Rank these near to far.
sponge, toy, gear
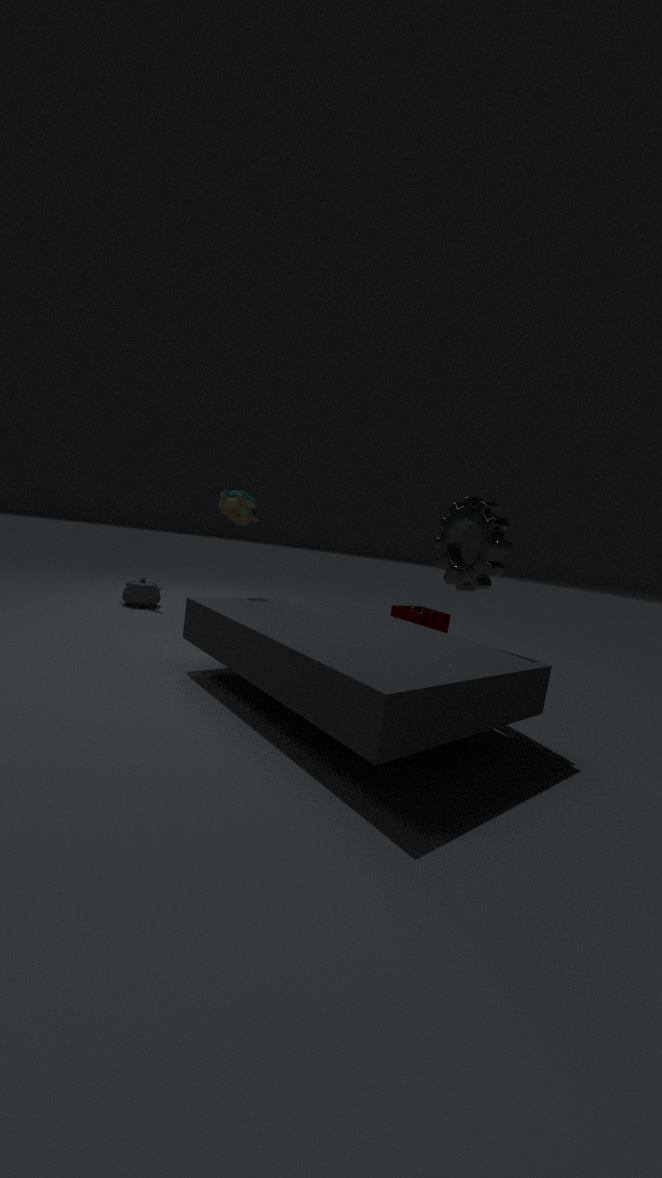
gear → toy → sponge
